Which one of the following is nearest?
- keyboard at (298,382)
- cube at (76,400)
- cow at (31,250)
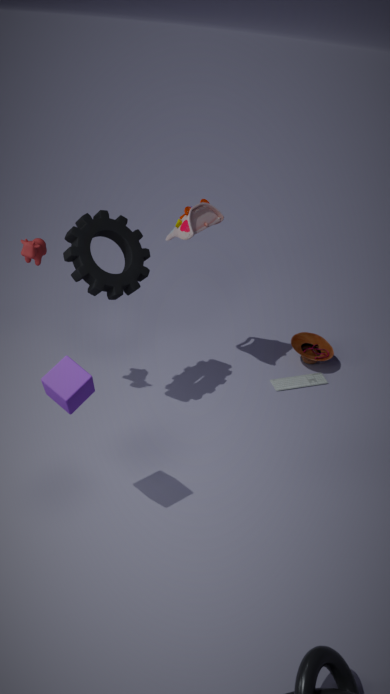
cube at (76,400)
